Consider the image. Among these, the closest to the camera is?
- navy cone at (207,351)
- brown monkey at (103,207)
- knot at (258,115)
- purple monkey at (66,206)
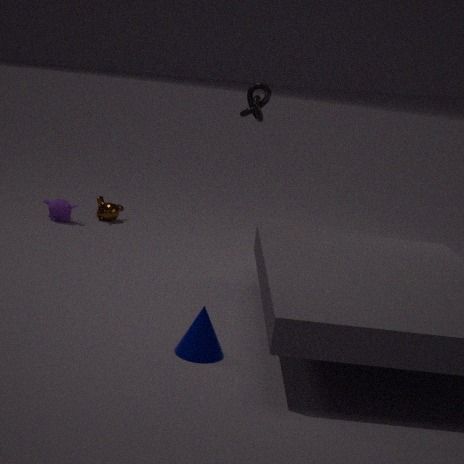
navy cone at (207,351)
